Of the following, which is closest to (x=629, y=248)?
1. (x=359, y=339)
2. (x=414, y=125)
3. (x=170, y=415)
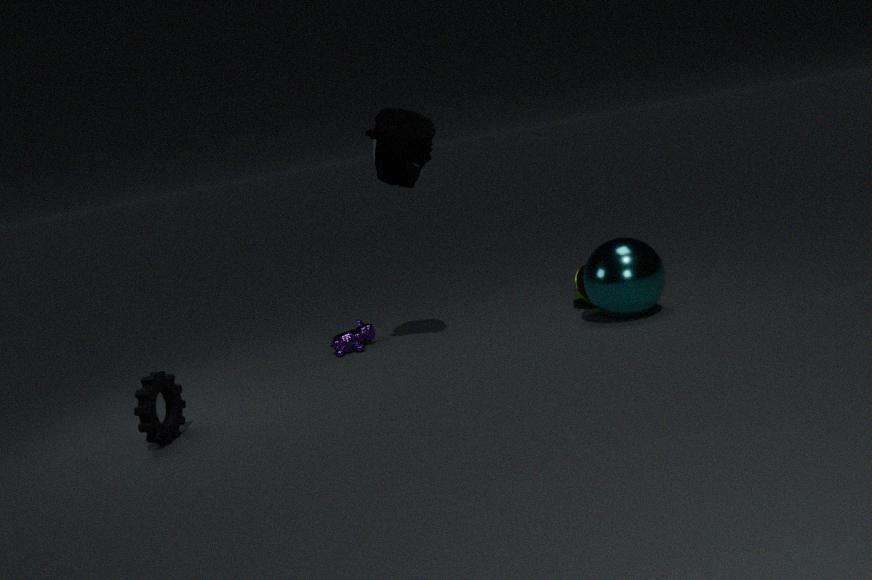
(x=414, y=125)
